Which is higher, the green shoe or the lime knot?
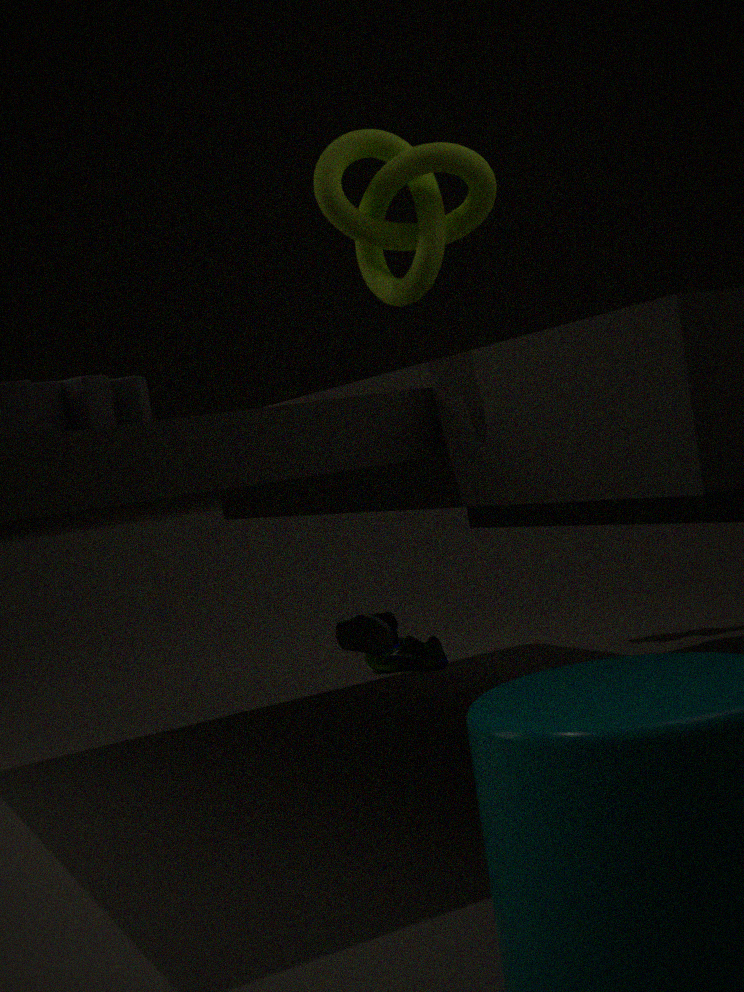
the lime knot
